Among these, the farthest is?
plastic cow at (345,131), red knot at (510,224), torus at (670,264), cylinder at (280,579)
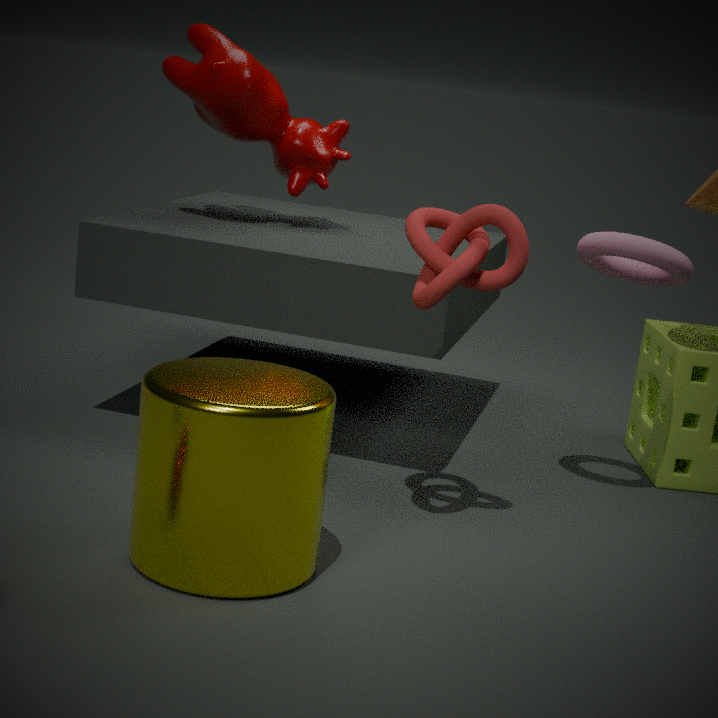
plastic cow at (345,131)
